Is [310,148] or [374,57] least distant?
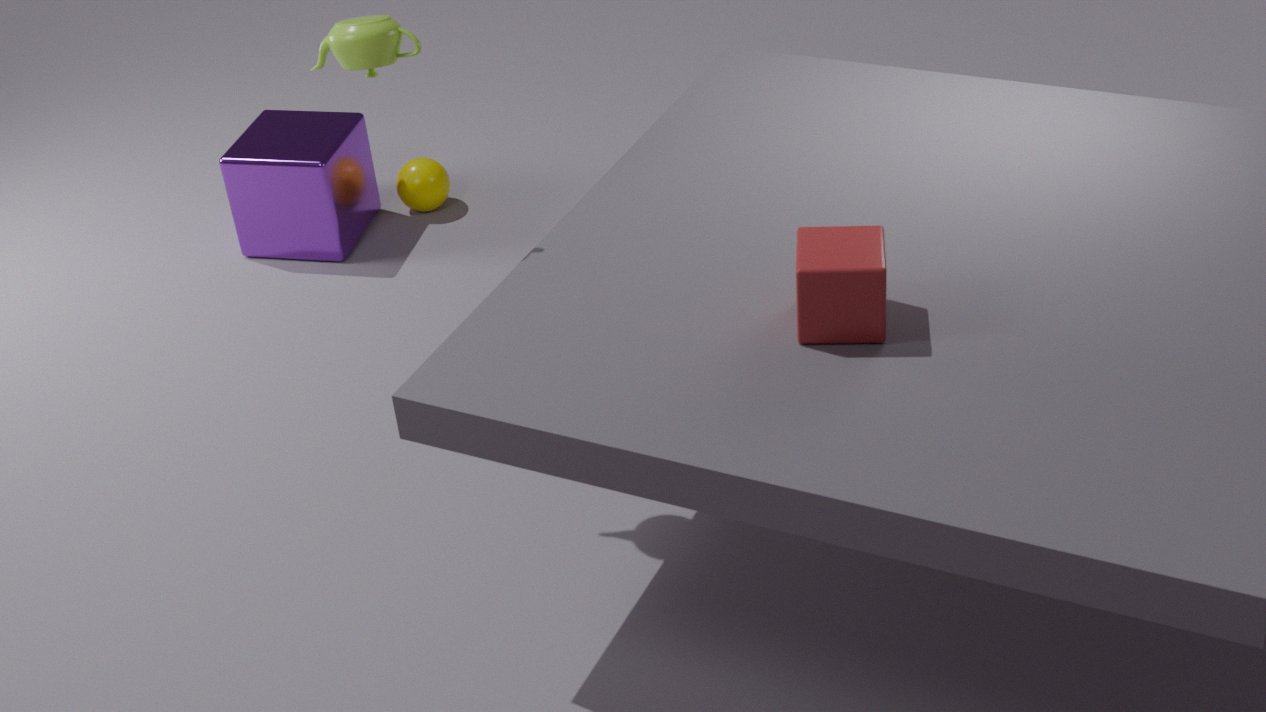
A: [374,57]
